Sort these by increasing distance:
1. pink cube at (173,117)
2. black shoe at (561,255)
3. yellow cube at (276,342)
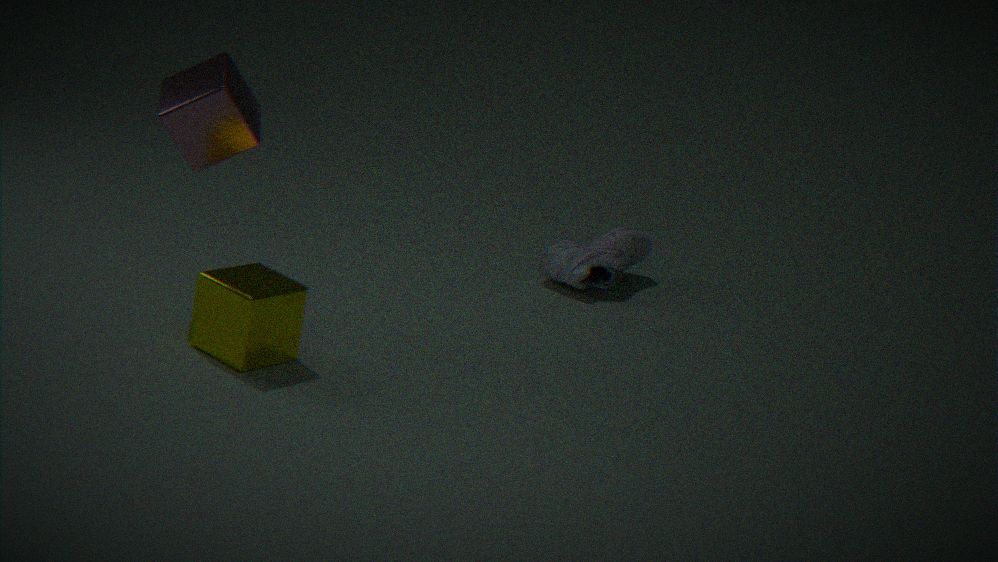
yellow cube at (276,342) < pink cube at (173,117) < black shoe at (561,255)
